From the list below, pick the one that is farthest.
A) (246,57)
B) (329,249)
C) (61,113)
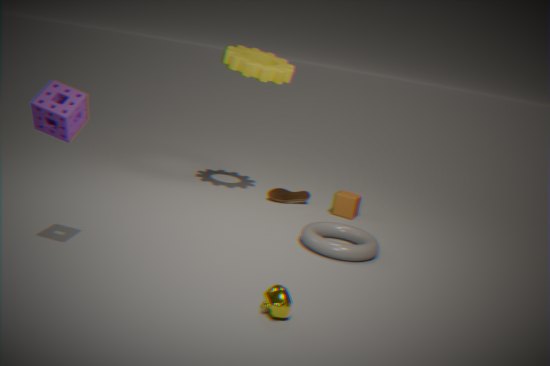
(246,57)
